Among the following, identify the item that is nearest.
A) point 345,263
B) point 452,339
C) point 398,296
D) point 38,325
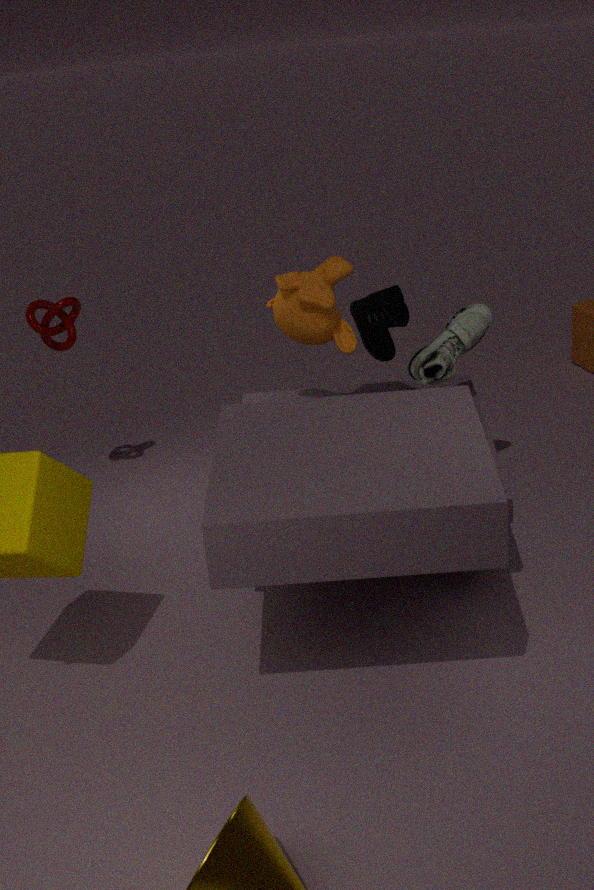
point 345,263
